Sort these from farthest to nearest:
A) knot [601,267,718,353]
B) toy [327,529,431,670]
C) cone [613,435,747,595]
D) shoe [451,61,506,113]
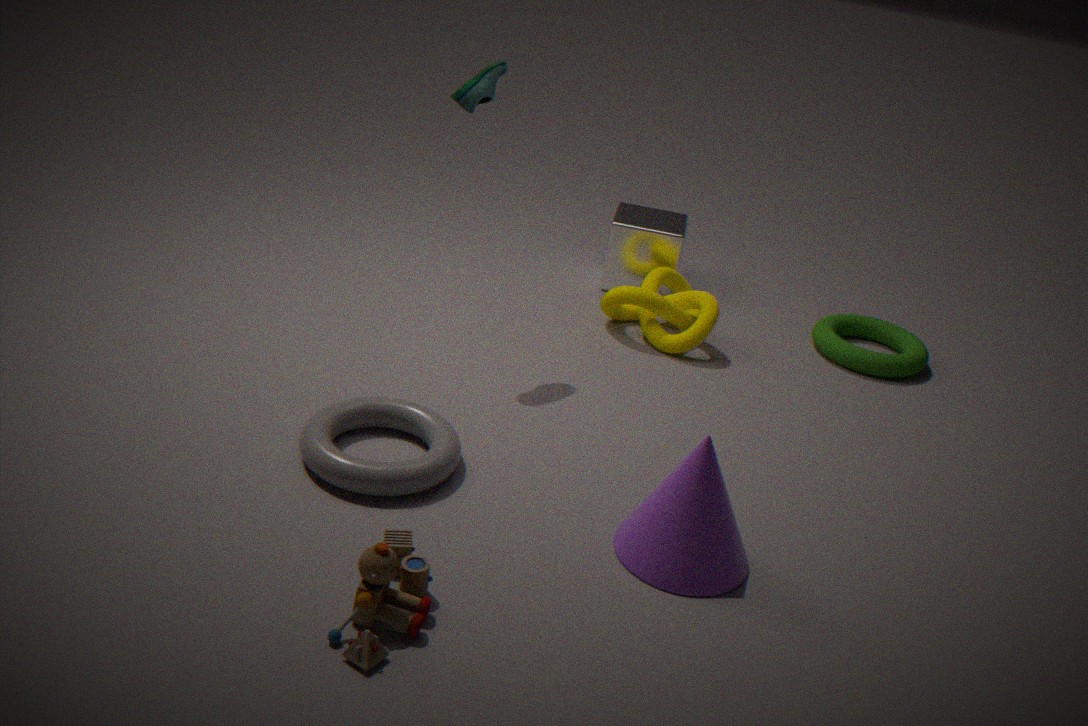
knot [601,267,718,353] → shoe [451,61,506,113] → cone [613,435,747,595] → toy [327,529,431,670]
